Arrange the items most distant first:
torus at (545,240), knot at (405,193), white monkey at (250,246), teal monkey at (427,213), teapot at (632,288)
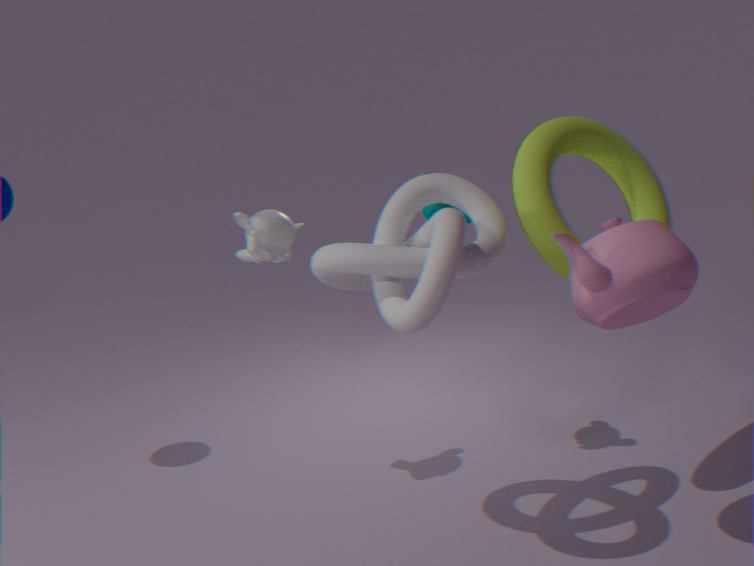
teal monkey at (427,213) < white monkey at (250,246) < torus at (545,240) < knot at (405,193) < teapot at (632,288)
